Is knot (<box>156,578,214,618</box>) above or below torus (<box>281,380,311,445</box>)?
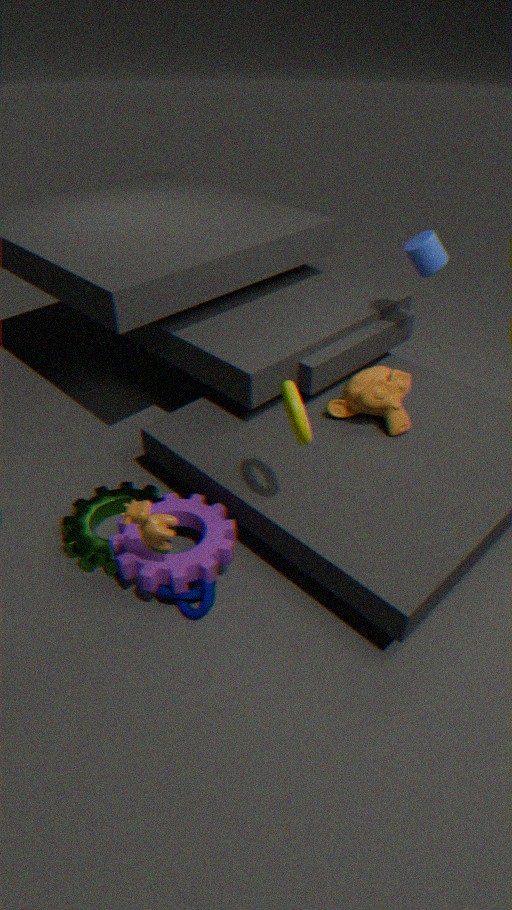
below
